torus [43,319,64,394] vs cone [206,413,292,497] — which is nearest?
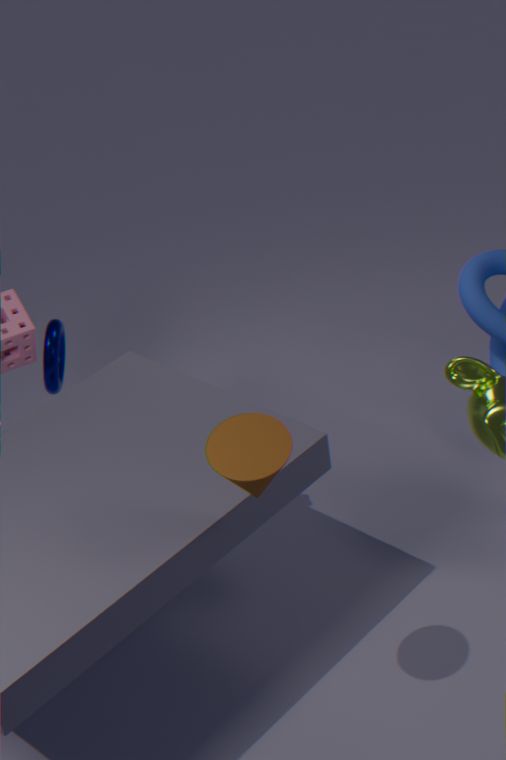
cone [206,413,292,497]
